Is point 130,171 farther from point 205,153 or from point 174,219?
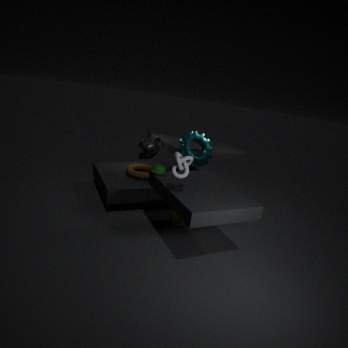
point 174,219
